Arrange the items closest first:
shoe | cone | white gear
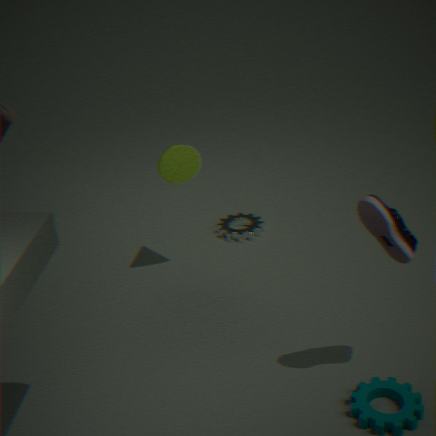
shoe → cone → white gear
